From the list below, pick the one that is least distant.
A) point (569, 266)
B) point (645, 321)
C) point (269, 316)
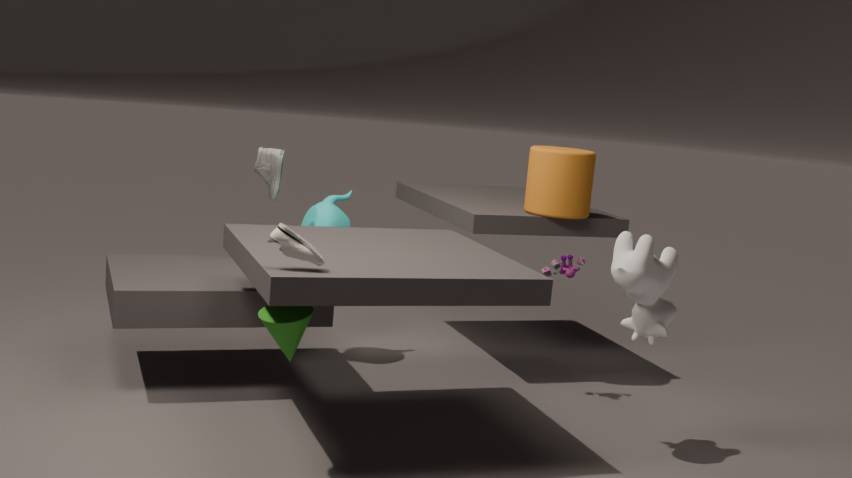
point (269, 316)
